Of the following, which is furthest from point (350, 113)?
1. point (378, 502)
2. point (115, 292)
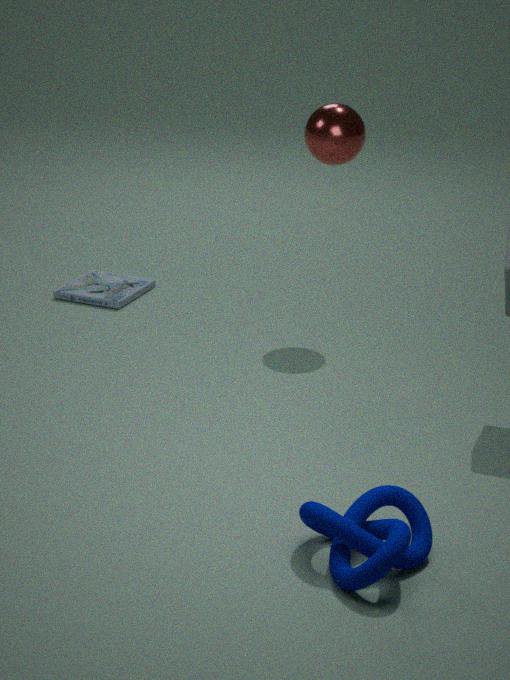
point (378, 502)
